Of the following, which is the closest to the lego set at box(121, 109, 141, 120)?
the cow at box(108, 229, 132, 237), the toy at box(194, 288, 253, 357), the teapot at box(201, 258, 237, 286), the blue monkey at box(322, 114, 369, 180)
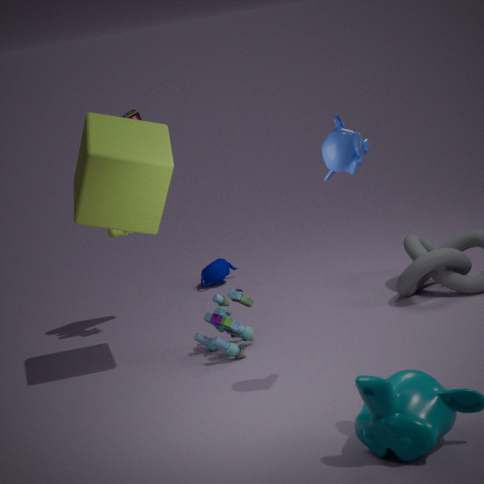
the cow at box(108, 229, 132, 237)
